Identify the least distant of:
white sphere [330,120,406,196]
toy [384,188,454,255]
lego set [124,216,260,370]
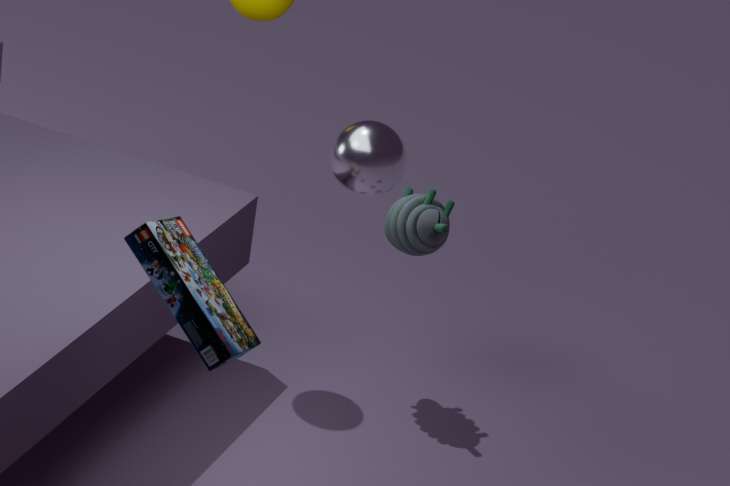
lego set [124,216,260,370]
